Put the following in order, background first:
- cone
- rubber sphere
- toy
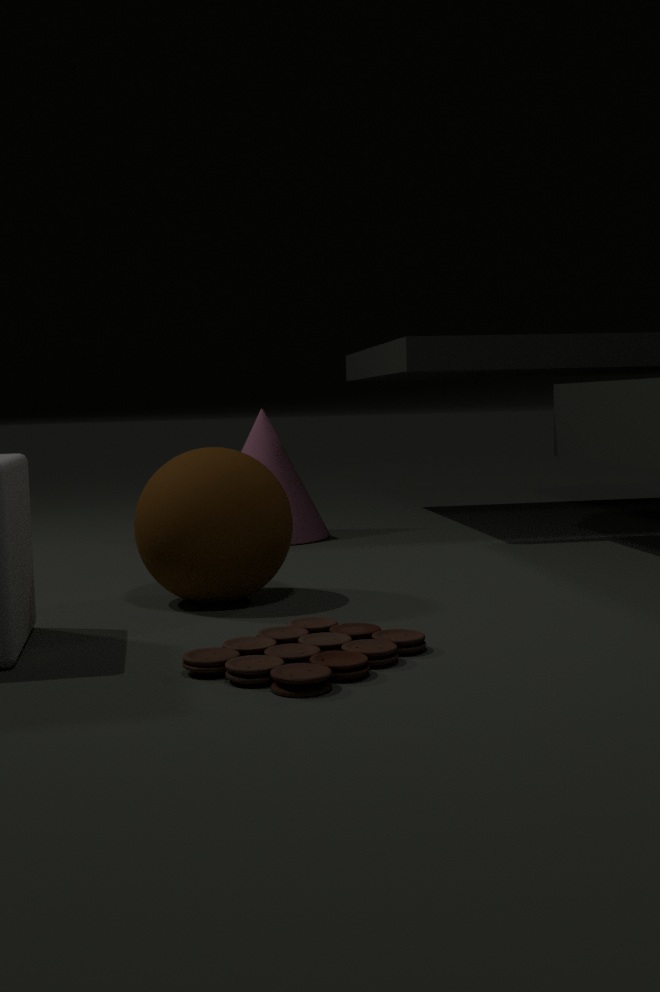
cone < rubber sphere < toy
